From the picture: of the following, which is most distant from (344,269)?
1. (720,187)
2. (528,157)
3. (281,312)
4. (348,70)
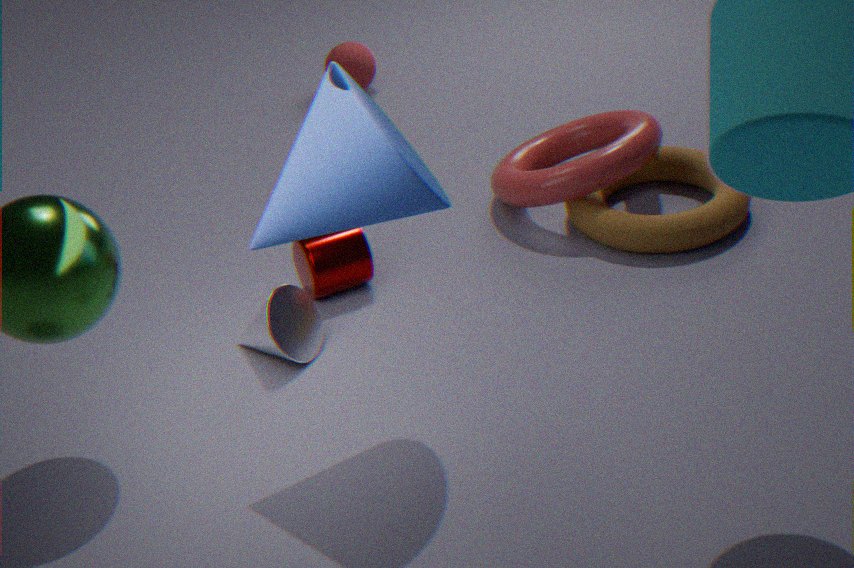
(348,70)
